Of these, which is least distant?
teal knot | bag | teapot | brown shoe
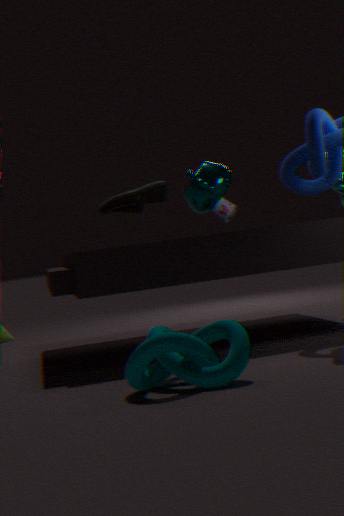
teal knot
